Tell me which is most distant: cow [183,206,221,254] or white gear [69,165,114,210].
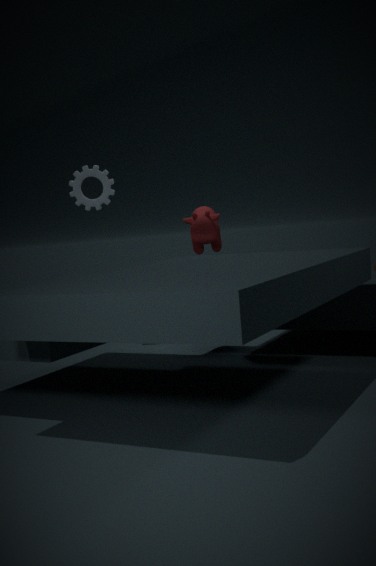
cow [183,206,221,254]
